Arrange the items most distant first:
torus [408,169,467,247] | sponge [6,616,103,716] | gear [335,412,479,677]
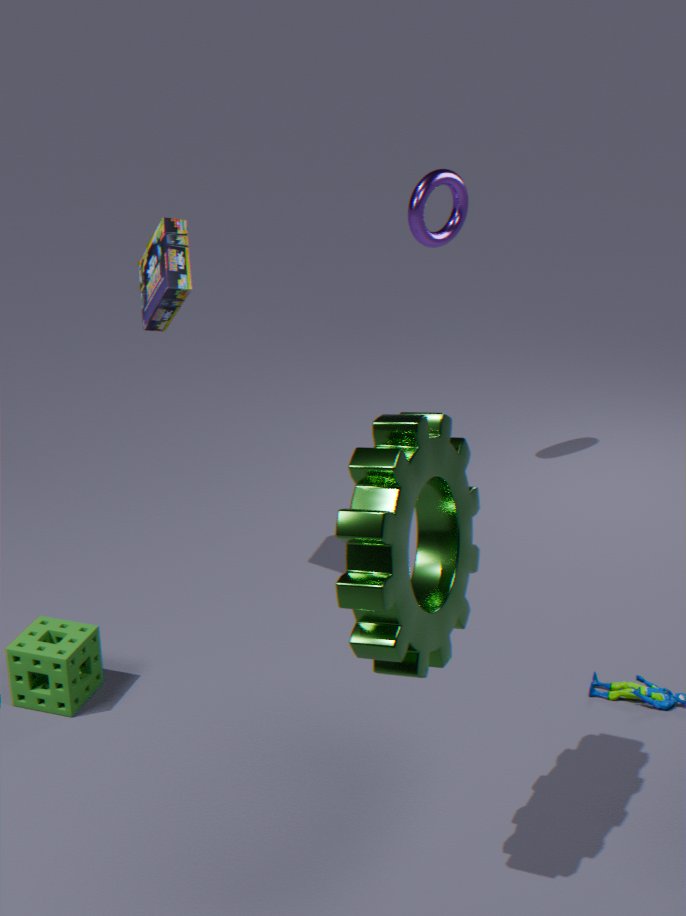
torus [408,169,467,247], sponge [6,616,103,716], gear [335,412,479,677]
